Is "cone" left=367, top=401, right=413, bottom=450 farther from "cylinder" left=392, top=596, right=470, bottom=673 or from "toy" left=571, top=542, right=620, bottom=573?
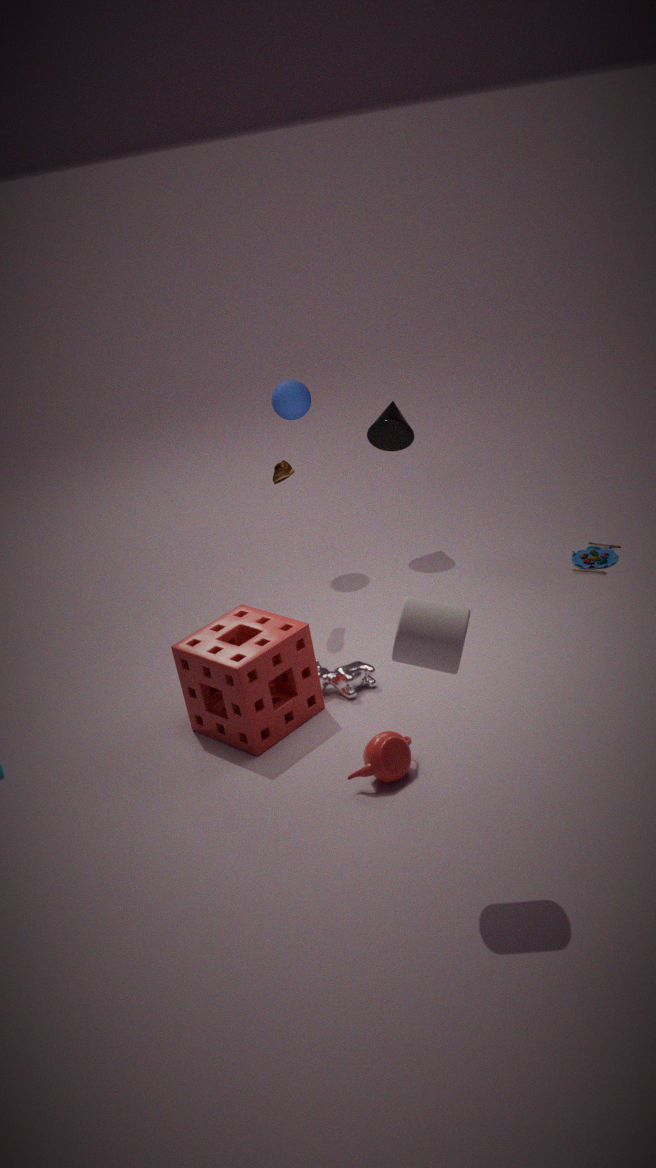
"cylinder" left=392, top=596, right=470, bottom=673
